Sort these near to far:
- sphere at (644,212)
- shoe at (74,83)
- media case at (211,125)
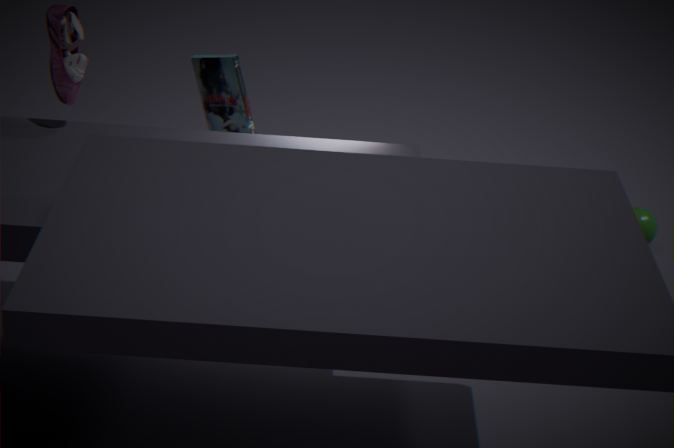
shoe at (74,83) < media case at (211,125) < sphere at (644,212)
